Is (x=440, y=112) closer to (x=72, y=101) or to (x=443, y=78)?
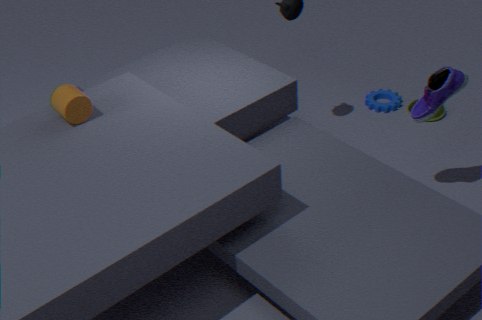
(x=443, y=78)
